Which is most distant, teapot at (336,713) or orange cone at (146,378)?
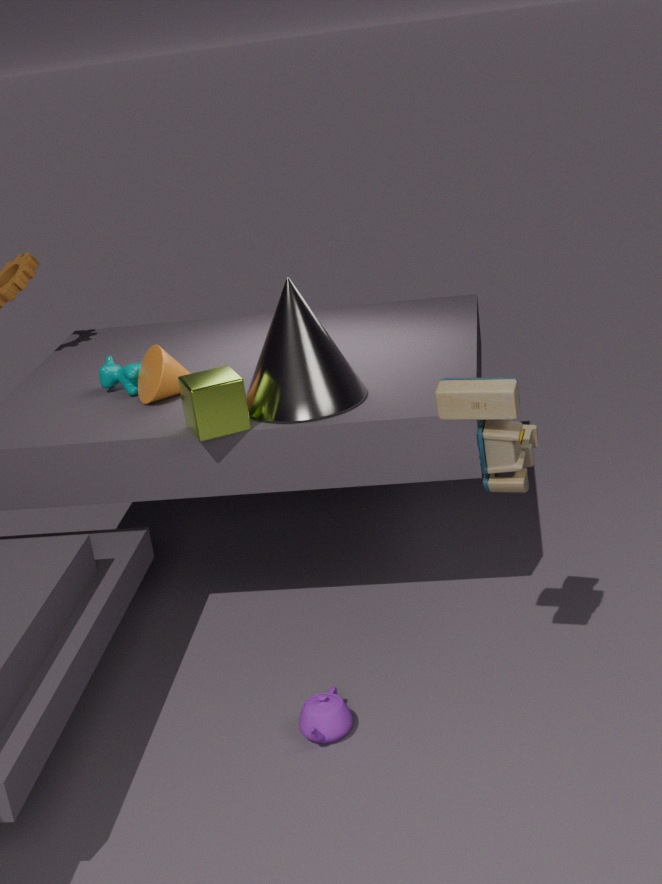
orange cone at (146,378)
